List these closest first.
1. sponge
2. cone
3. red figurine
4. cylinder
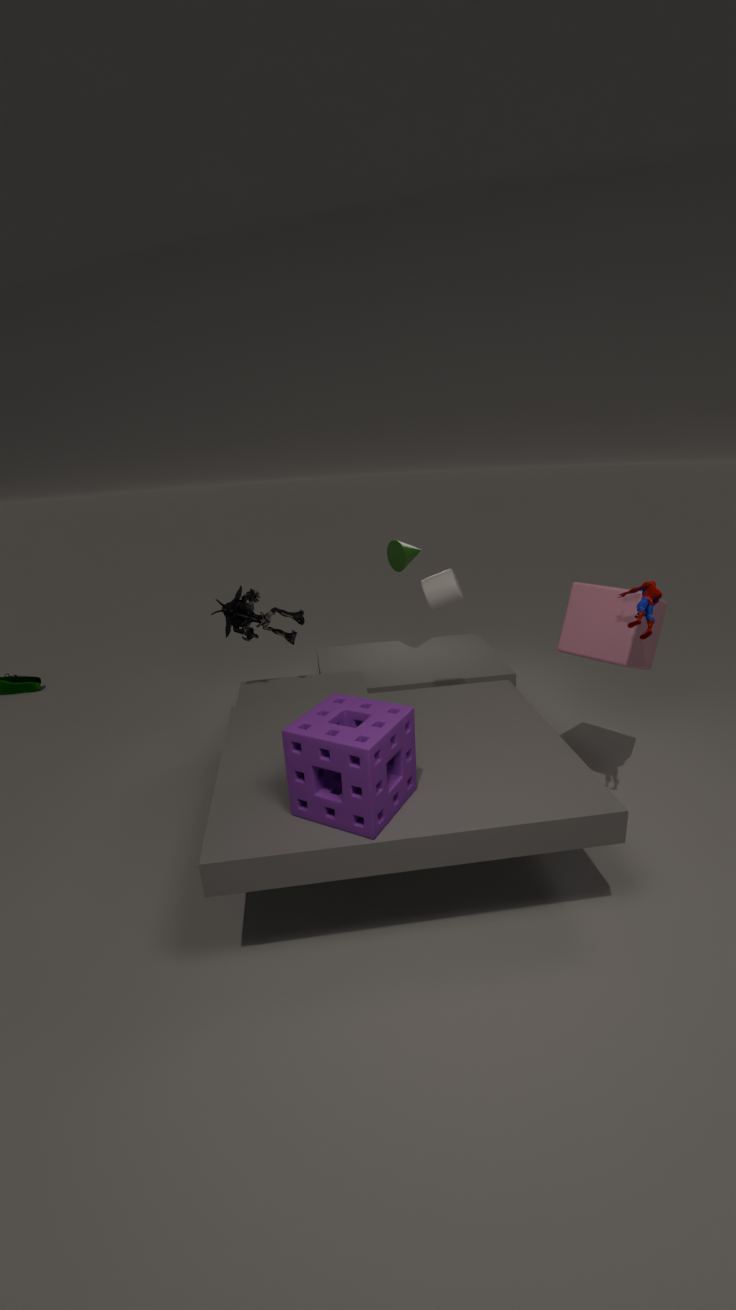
sponge
red figurine
cylinder
cone
